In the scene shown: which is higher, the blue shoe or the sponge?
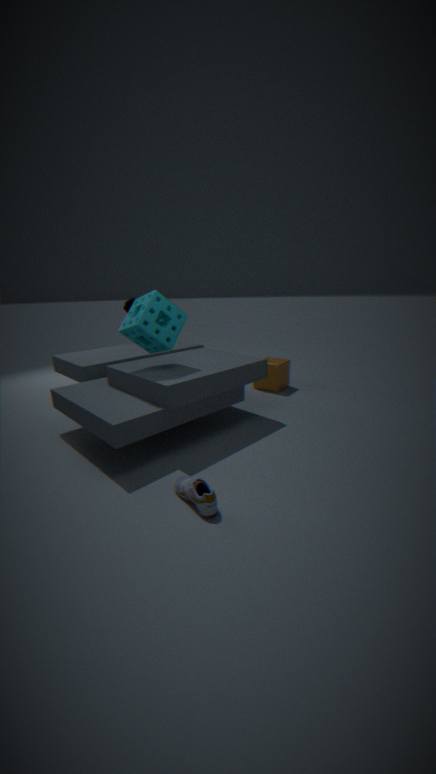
the sponge
